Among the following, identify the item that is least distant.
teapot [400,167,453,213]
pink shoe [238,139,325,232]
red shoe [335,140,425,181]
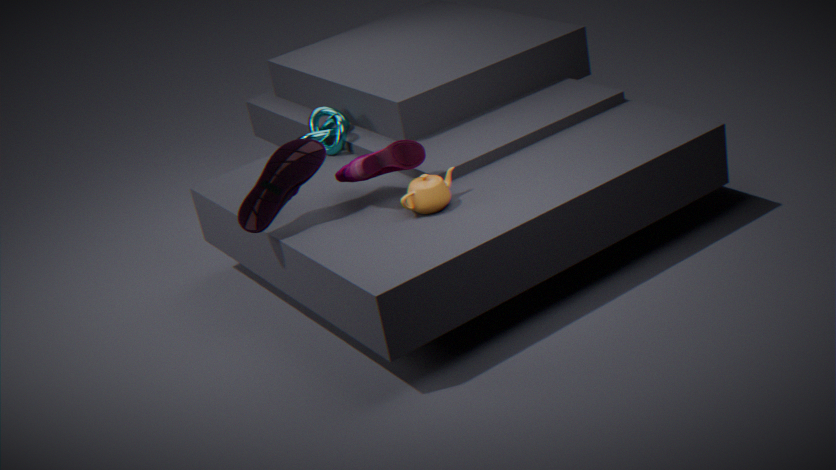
teapot [400,167,453,213]
